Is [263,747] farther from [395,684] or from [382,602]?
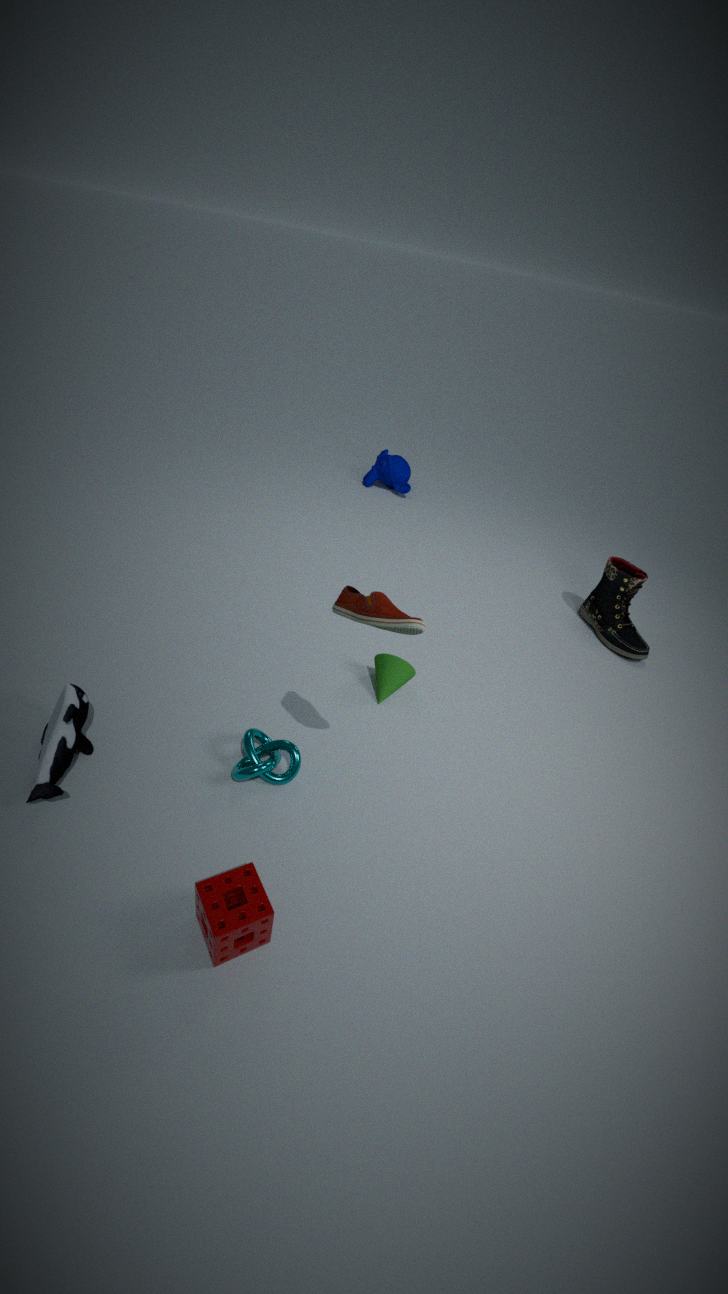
[382,602]
